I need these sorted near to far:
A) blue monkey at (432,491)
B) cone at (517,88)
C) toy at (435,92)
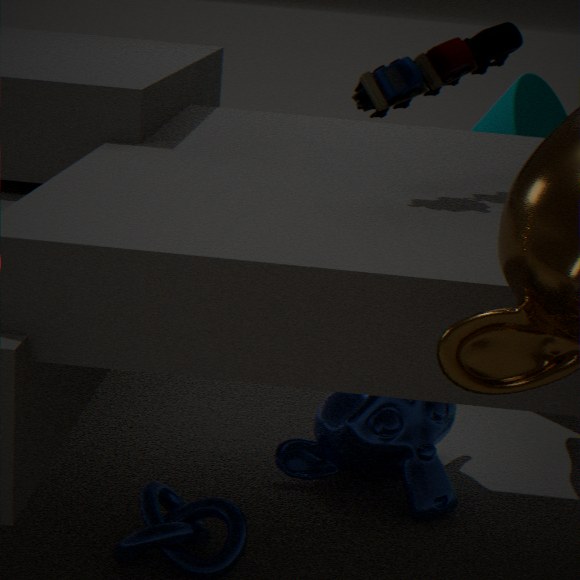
toy at (435,92) < blue monkey at (432,491) < cone at (517,88)
